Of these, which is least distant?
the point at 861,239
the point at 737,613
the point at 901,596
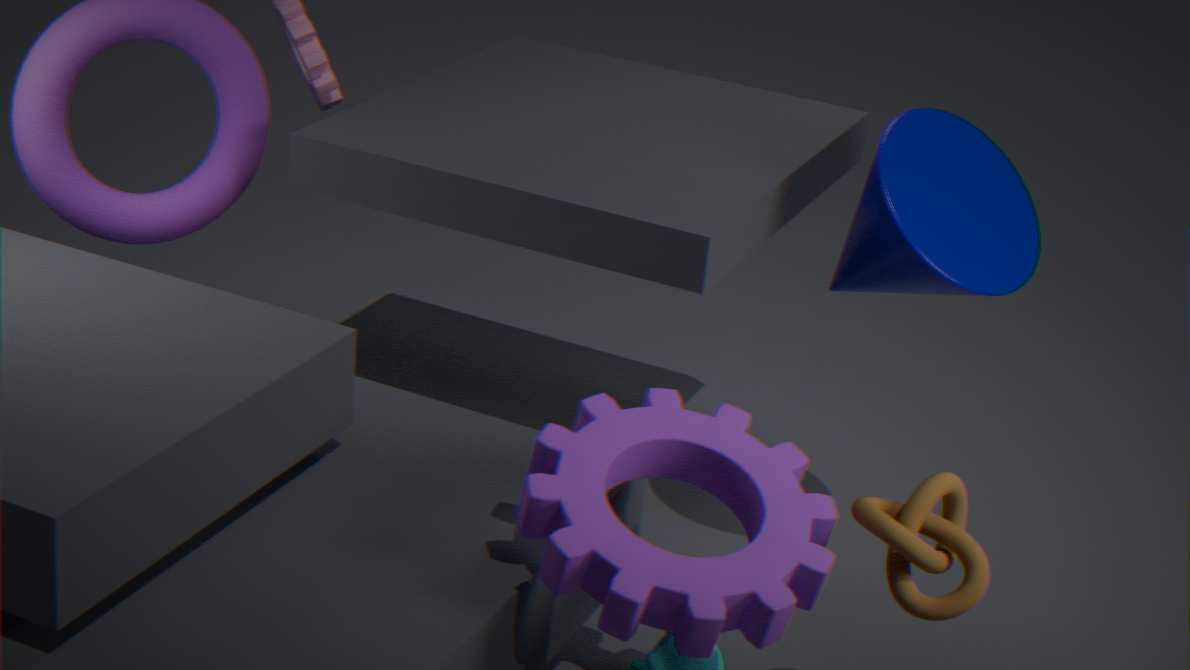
the point at 737,613
